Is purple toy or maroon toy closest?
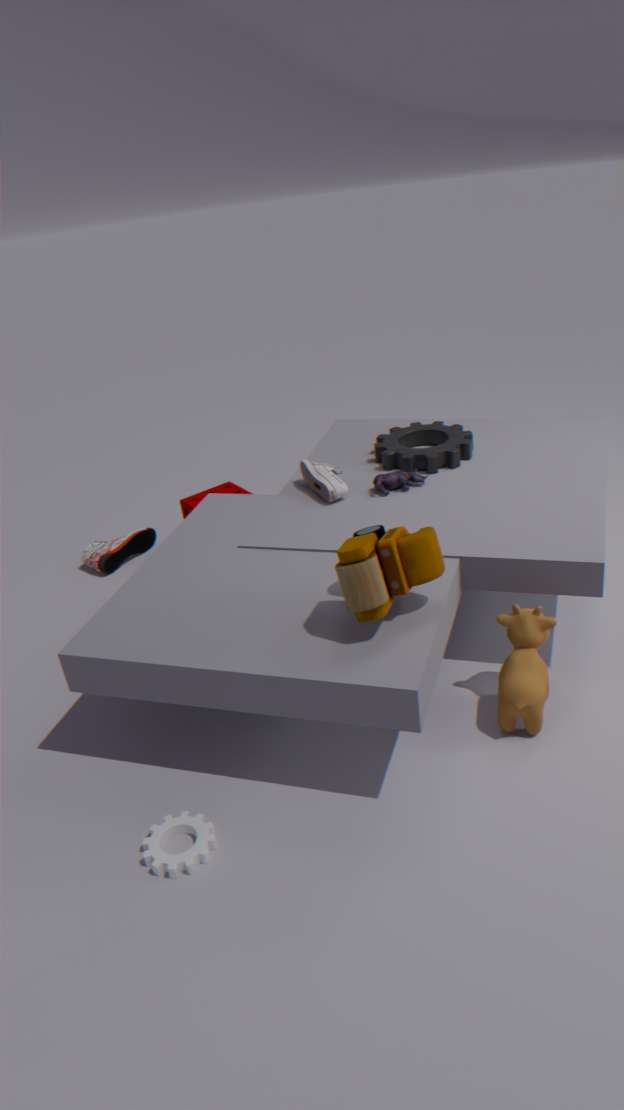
maroon toy
